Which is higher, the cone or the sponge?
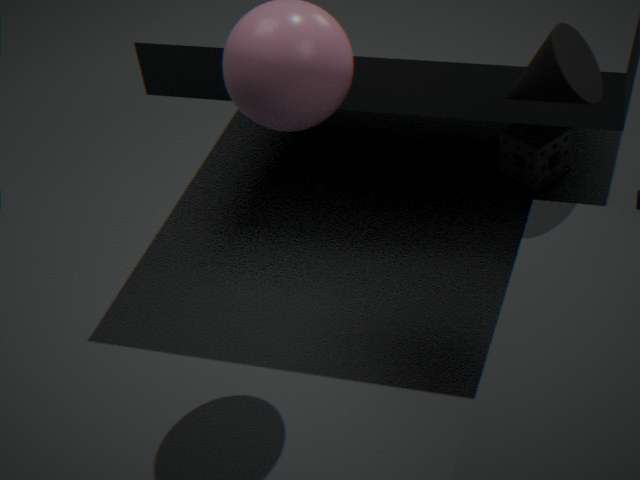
the cone
